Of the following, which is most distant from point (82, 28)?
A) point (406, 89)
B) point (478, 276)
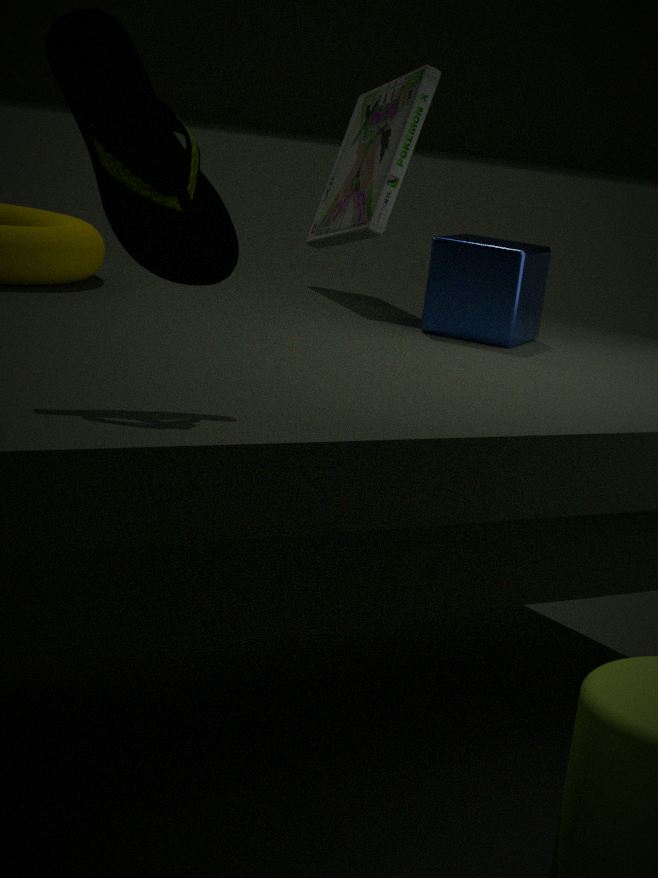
point (406, 89)
